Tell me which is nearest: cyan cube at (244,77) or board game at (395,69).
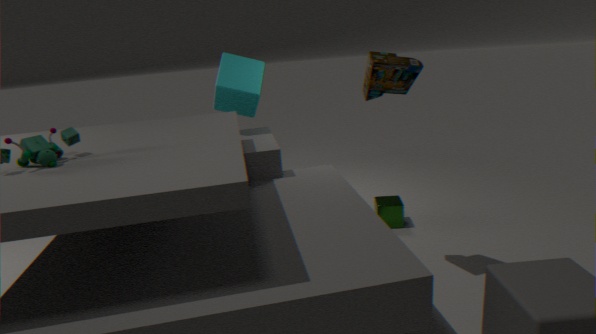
board game at (395,69)
